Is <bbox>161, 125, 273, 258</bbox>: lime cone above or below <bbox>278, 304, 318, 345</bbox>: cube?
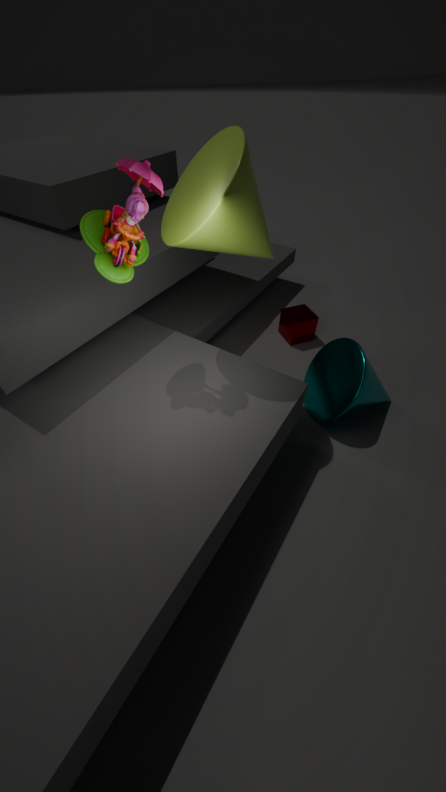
above
